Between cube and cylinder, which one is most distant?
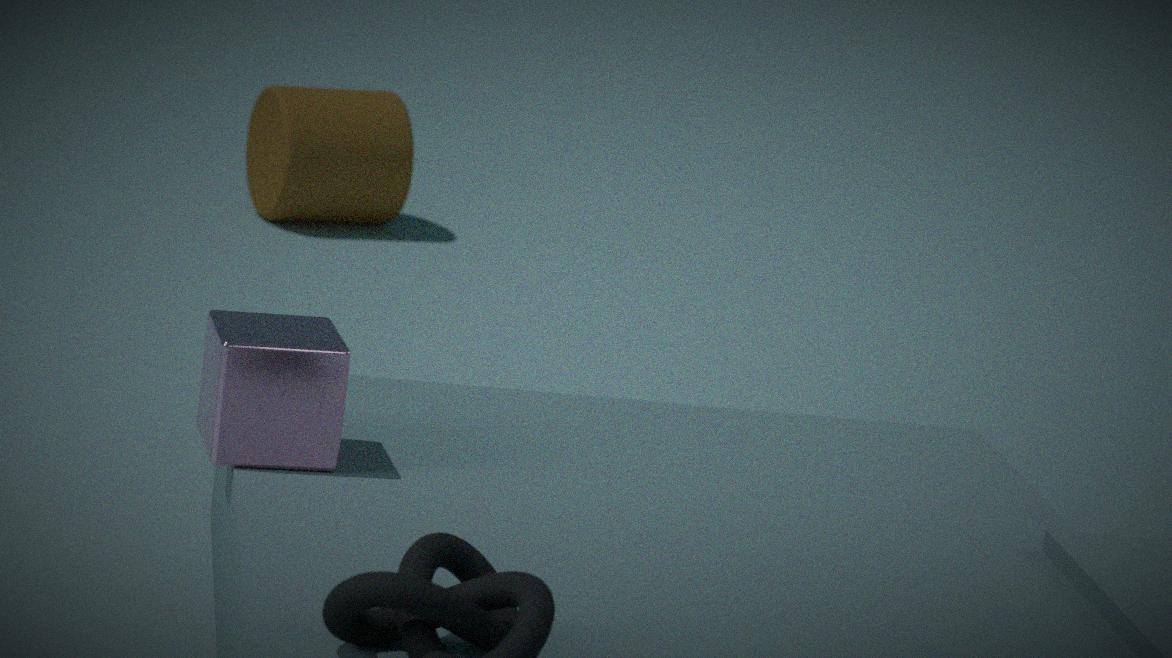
cylinder
